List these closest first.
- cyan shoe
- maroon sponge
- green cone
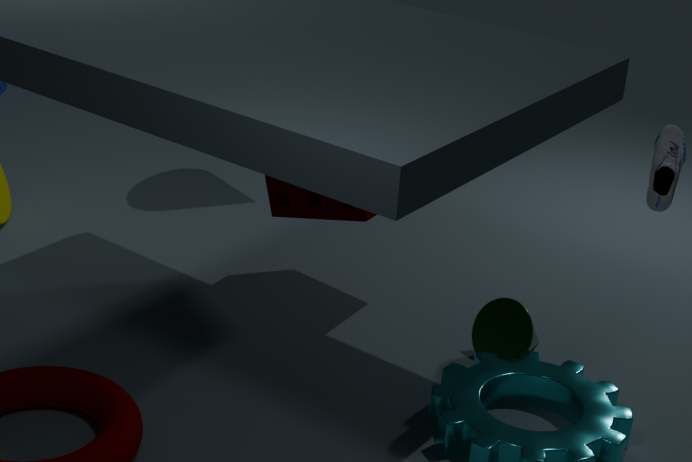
cyan shoe → green cone → maroon sponge
